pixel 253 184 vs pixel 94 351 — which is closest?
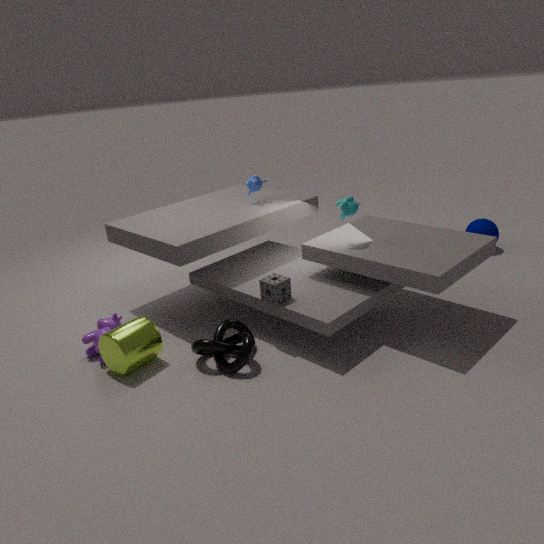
pixel 94 351
